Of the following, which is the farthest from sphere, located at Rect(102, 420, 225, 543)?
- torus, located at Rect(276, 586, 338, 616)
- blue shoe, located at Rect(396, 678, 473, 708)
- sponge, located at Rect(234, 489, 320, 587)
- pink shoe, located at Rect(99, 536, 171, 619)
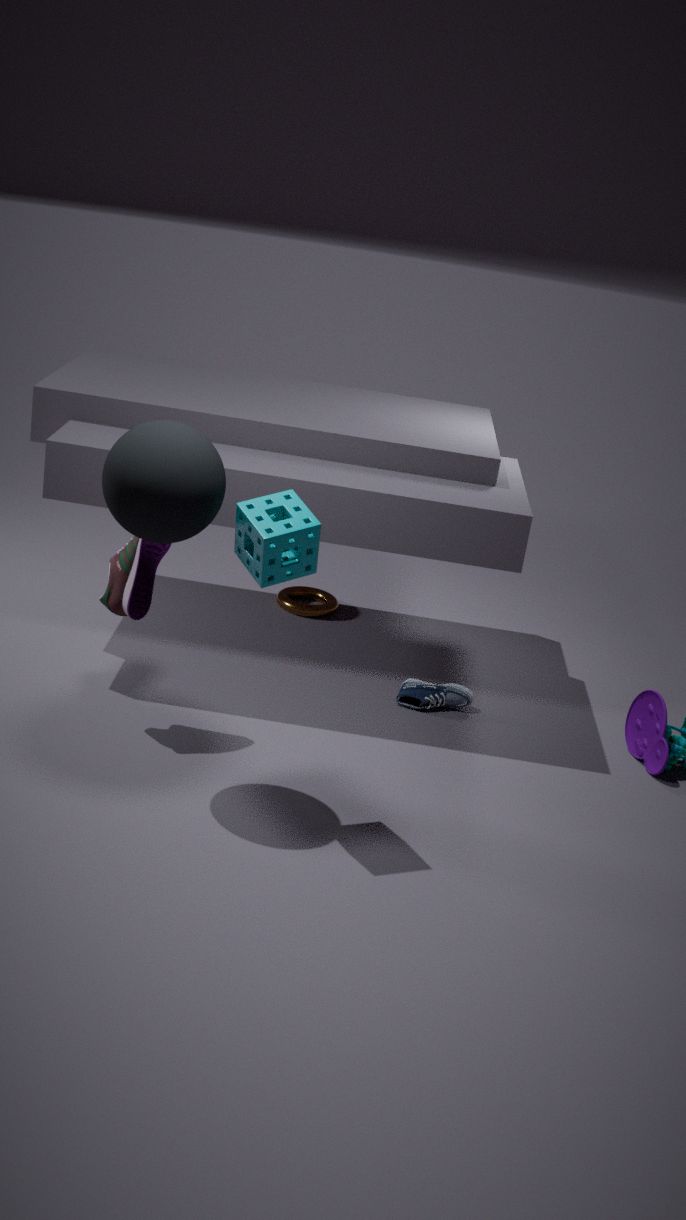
torus, located at Rect(276, 586, 338, 616)
